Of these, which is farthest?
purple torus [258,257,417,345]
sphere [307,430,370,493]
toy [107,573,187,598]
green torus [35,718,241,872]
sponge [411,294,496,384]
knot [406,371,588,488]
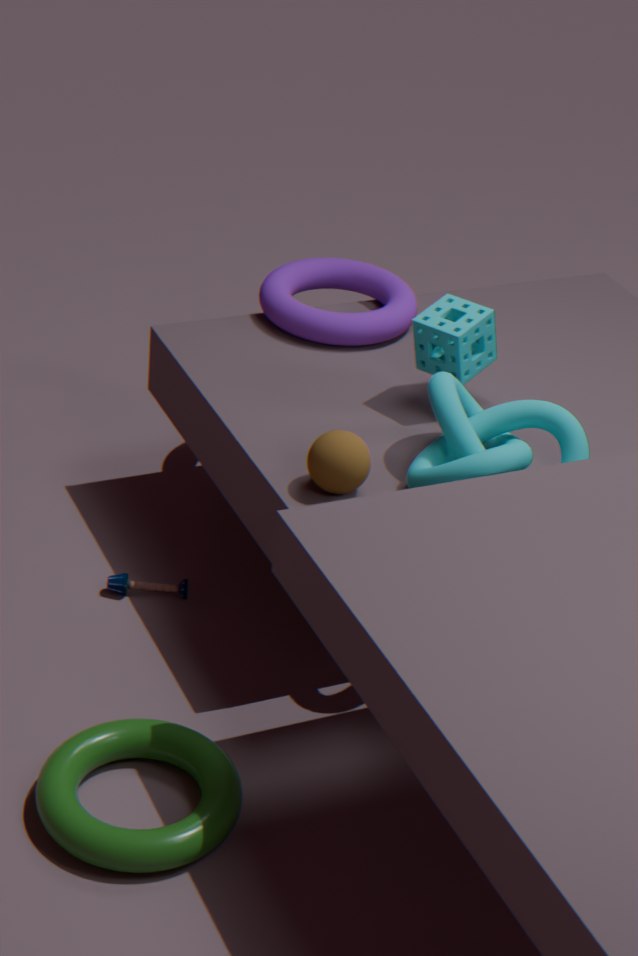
purple torus [258,257,417,345]
